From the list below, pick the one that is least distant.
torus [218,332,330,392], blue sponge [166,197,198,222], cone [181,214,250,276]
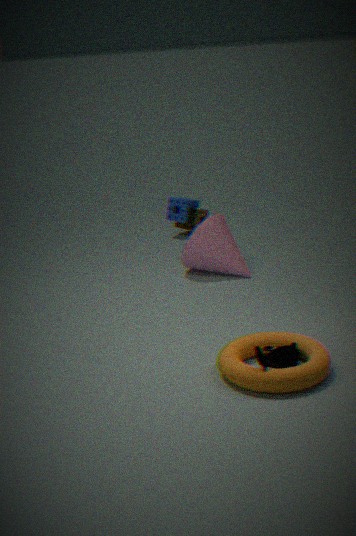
torus [218,332,330,392]
